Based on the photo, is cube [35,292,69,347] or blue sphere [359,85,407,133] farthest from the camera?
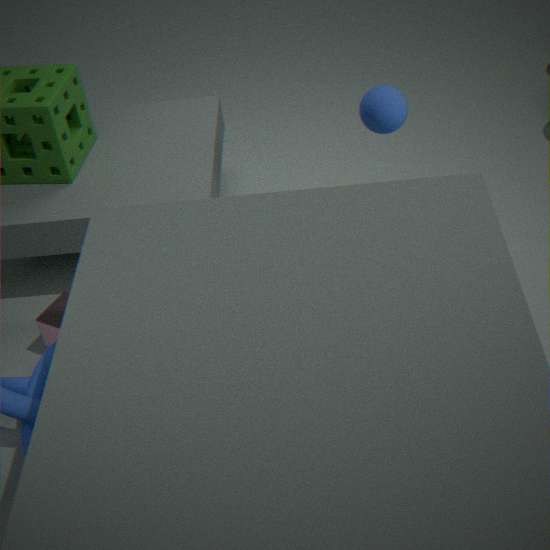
cube [35,292,69,347]
